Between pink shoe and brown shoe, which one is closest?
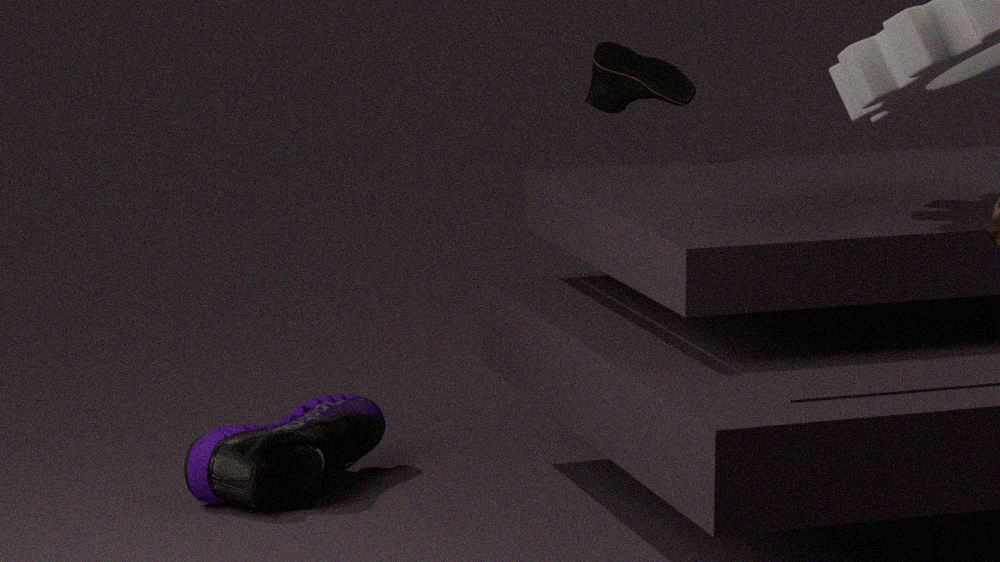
pink shoe
